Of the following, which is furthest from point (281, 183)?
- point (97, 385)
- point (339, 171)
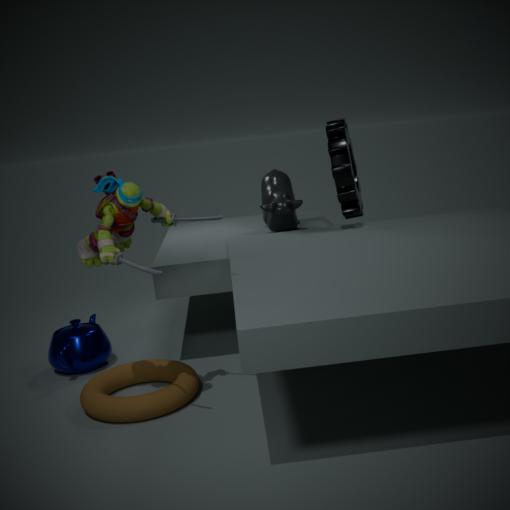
point (97, 385)
